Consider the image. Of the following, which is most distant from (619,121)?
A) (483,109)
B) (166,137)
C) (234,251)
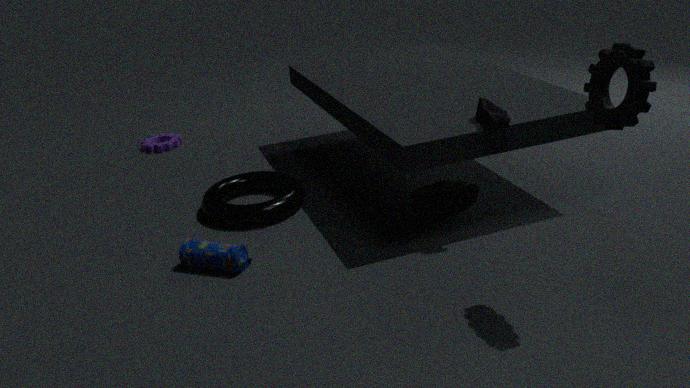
(166,137)
